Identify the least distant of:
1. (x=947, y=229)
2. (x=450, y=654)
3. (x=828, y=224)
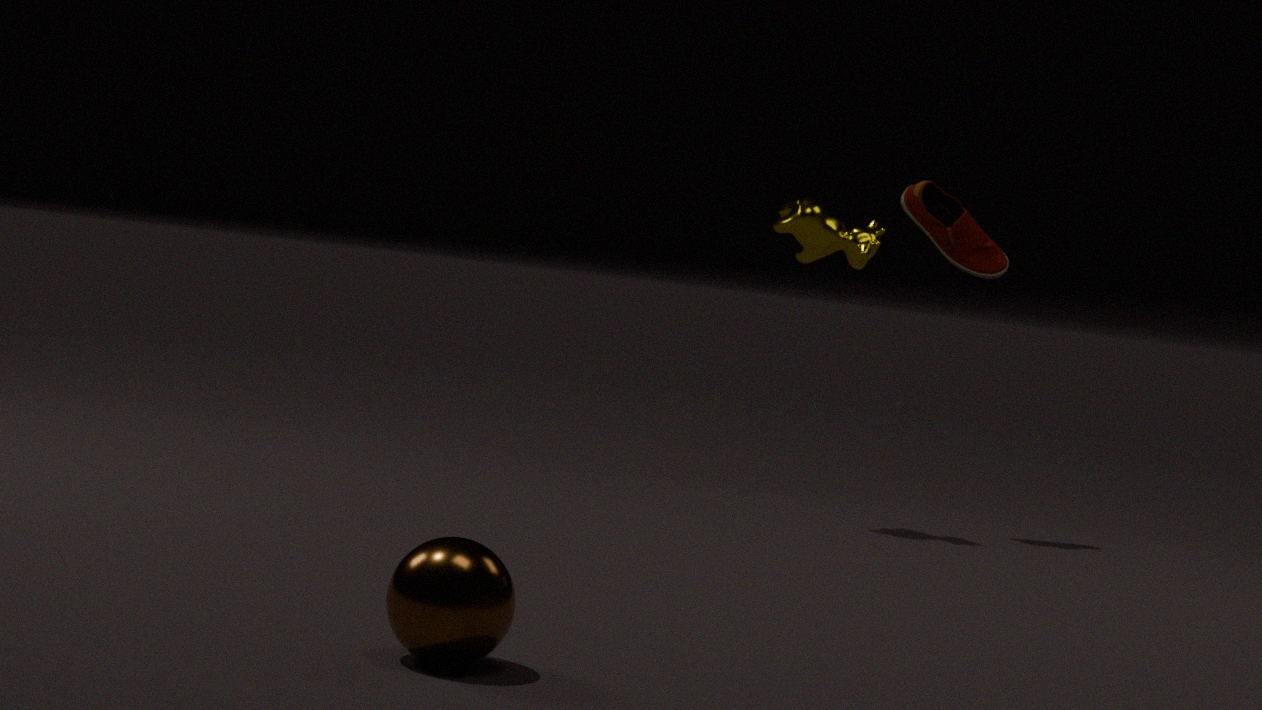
(x=450, y=654)
